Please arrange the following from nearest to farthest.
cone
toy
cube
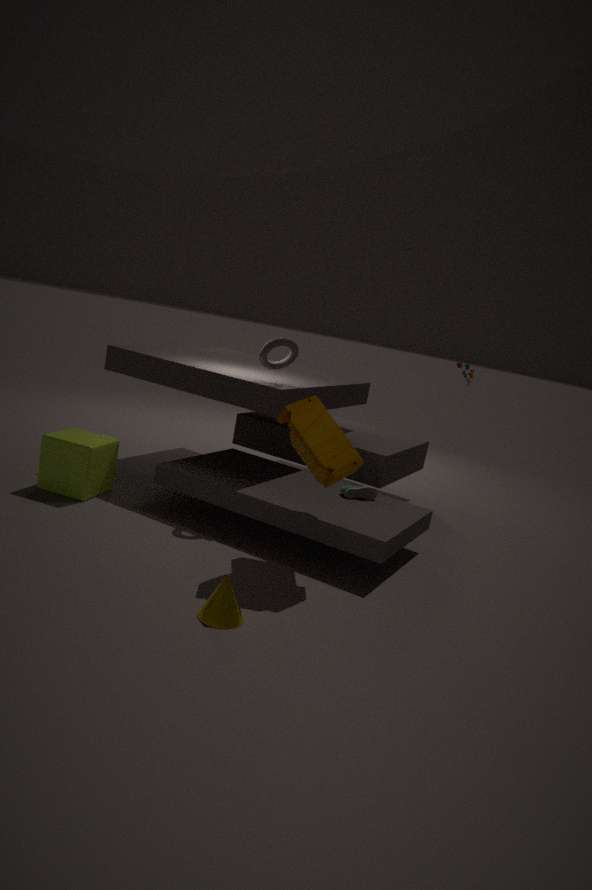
1. cone
2. toy
3. cube
